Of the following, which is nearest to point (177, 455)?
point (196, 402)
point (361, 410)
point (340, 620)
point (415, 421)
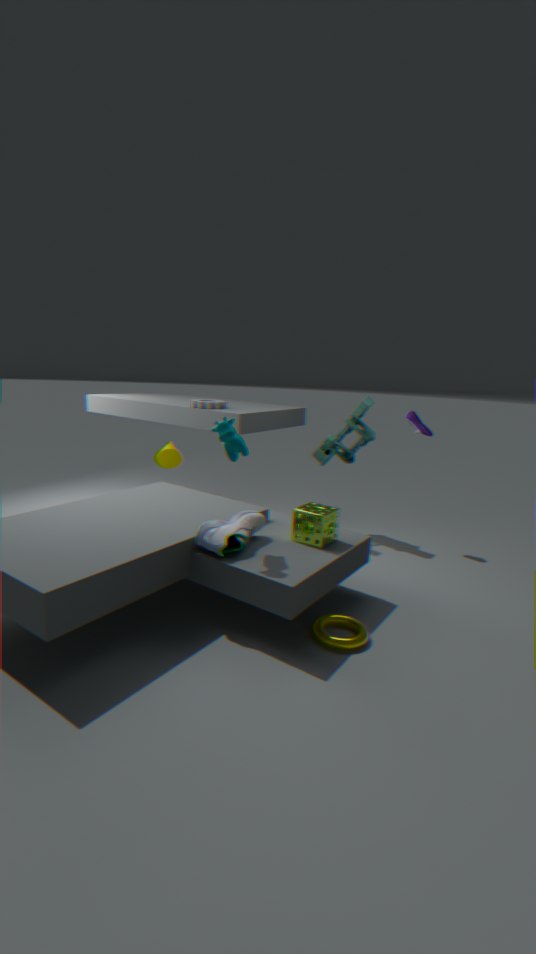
point (196, 402)
